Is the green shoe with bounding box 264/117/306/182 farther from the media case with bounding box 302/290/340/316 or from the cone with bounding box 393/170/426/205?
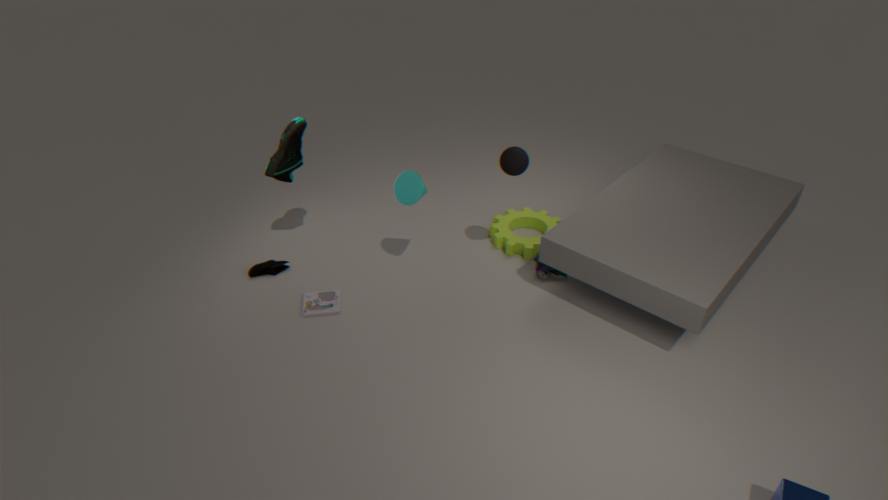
the media case with bounding box 302/290/340/316
